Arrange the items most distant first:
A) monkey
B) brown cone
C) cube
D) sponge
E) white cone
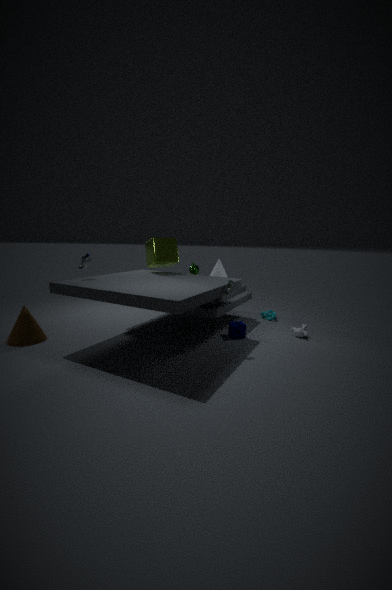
white cone
cube
monkey
sponge
brown cone
